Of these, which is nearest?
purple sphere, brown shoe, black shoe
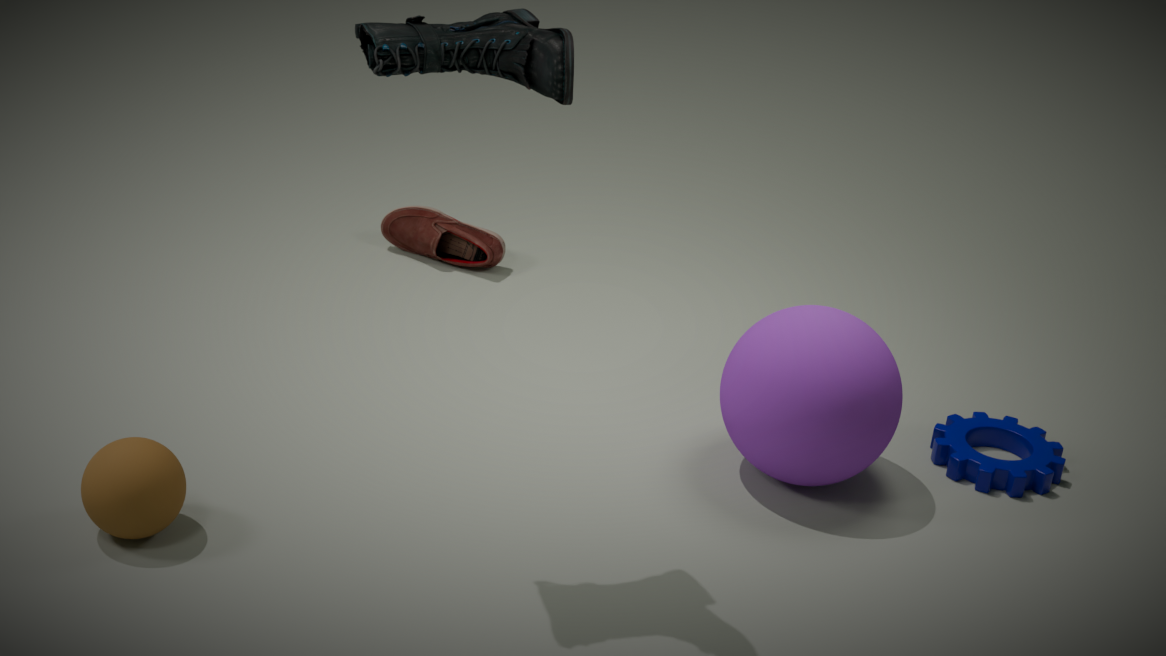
black shoe
